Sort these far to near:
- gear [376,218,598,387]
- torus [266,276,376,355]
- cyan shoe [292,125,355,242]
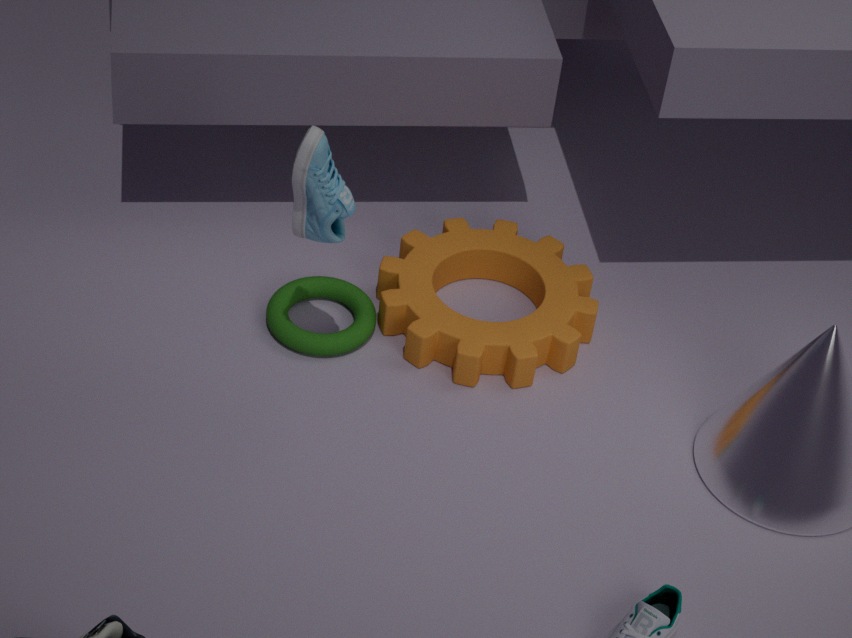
torus [266,276,376,355]
gear [376,218,598,387]
cyan shoe [292,125,355,242]
